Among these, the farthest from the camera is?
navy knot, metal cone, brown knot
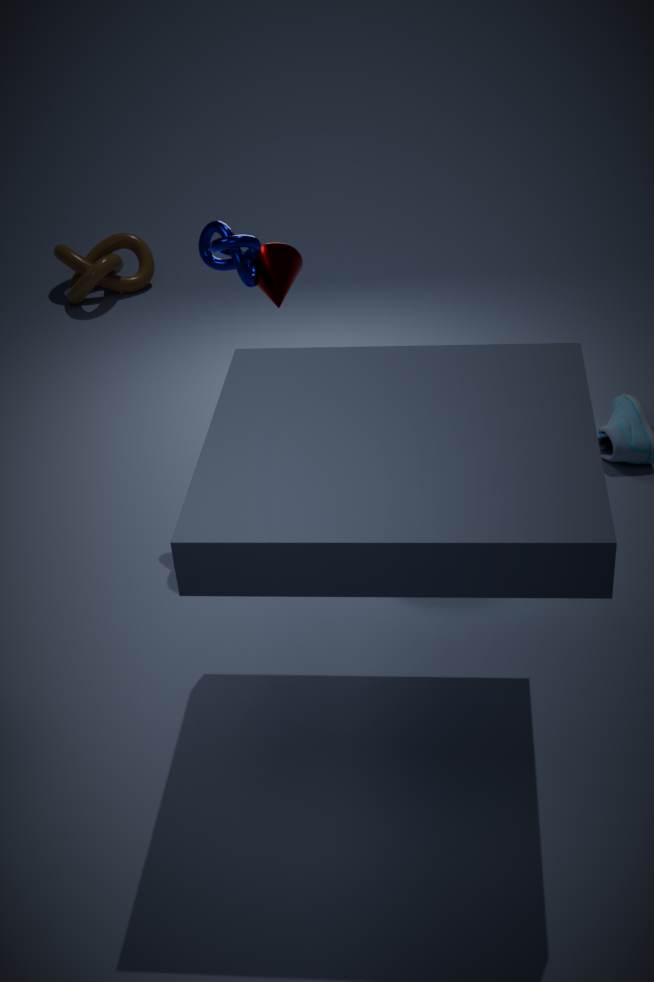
brown knot
